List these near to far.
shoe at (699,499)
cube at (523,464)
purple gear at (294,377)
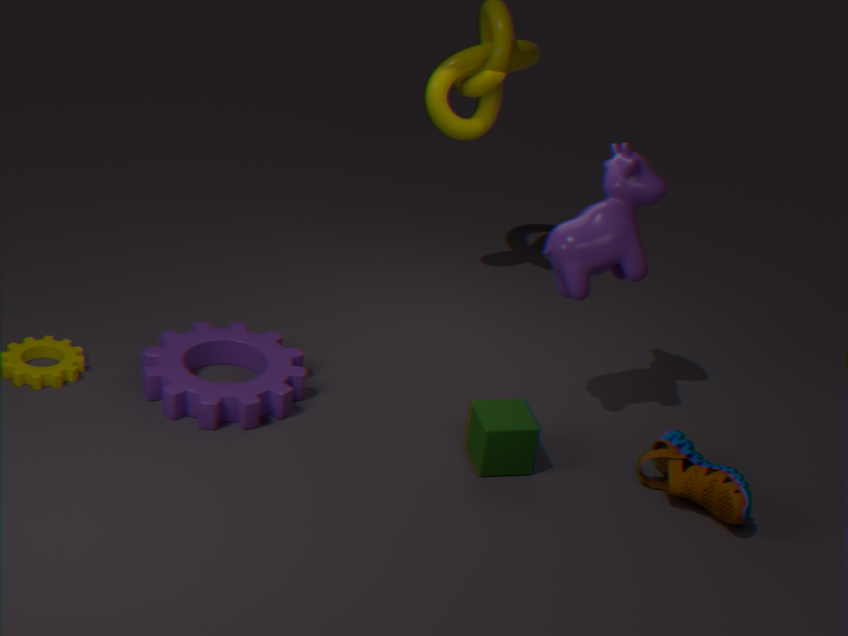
shoe at (699,499)
cube at (523,464)
purple gear at (294,377)
